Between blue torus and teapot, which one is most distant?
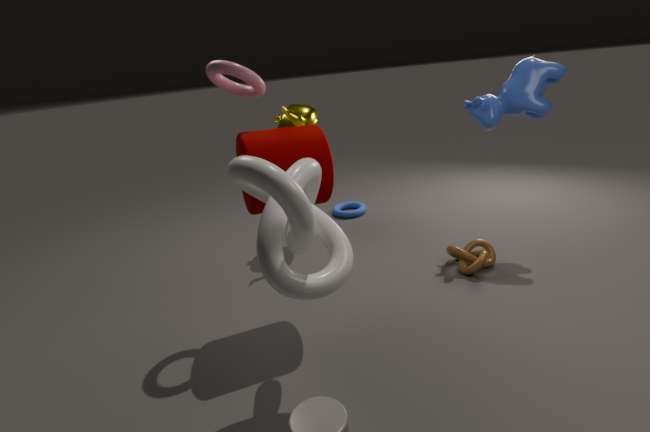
blue torus
